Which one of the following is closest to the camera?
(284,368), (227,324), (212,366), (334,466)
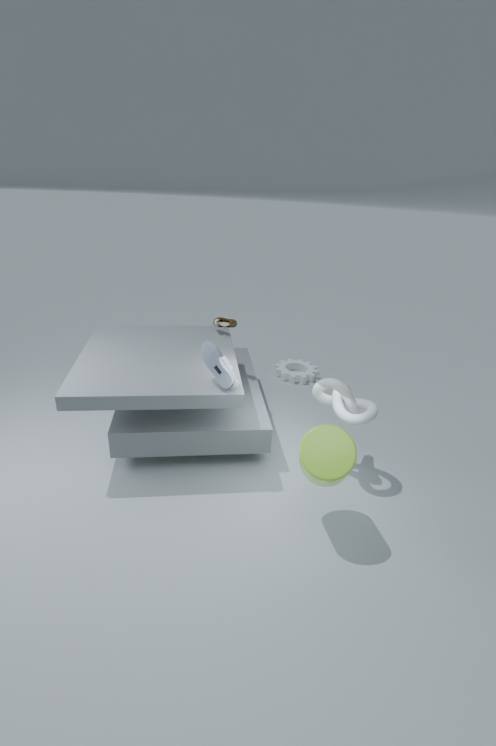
(334,466)
